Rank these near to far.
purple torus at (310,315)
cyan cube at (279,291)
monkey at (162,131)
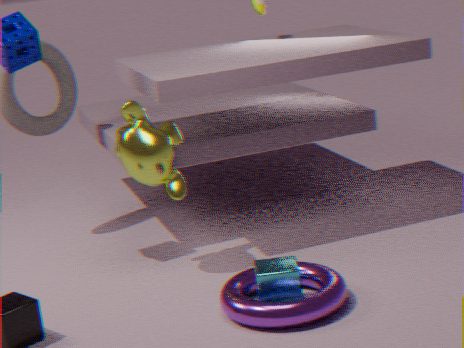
purple torus at (310,315) → cyan cube at (279,291) → monkey at (162,131)
